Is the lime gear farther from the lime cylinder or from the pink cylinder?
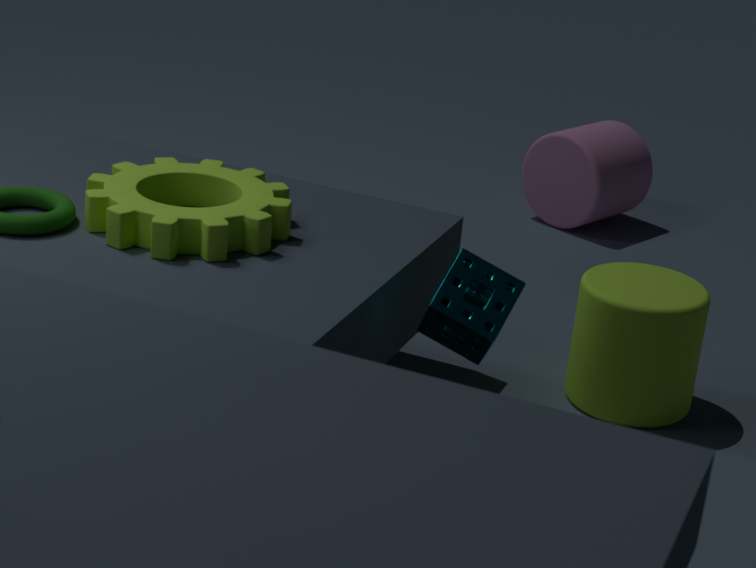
the pink cylinder
